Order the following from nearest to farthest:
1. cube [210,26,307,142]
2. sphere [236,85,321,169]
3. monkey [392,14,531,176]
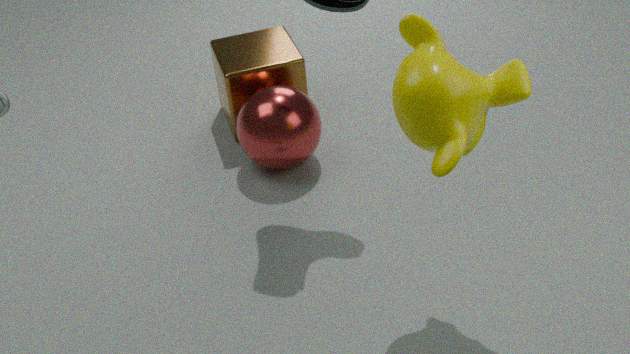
monkey [392,14,531,176] < sphere [236,85,321,169] < cube [210,26,307,142]
